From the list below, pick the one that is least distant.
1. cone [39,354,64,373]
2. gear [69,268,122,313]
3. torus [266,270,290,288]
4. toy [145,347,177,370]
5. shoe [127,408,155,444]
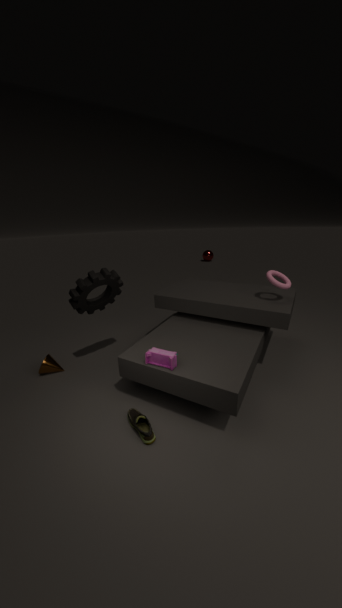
shoe [127,408,155,444]
